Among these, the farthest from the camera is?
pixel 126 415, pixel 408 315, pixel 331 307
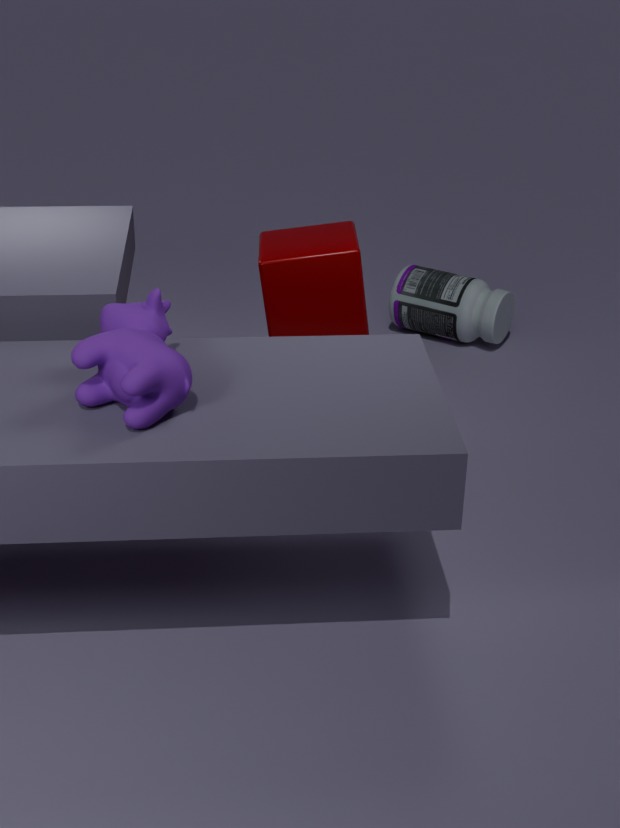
pixel 408 315
